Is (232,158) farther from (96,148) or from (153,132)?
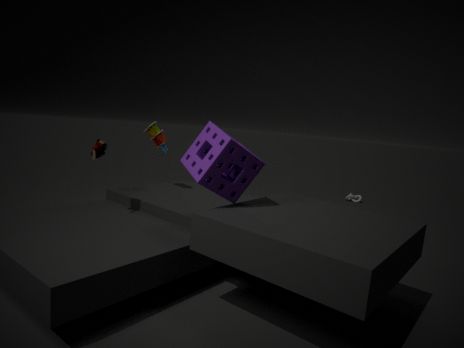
(153,132)
